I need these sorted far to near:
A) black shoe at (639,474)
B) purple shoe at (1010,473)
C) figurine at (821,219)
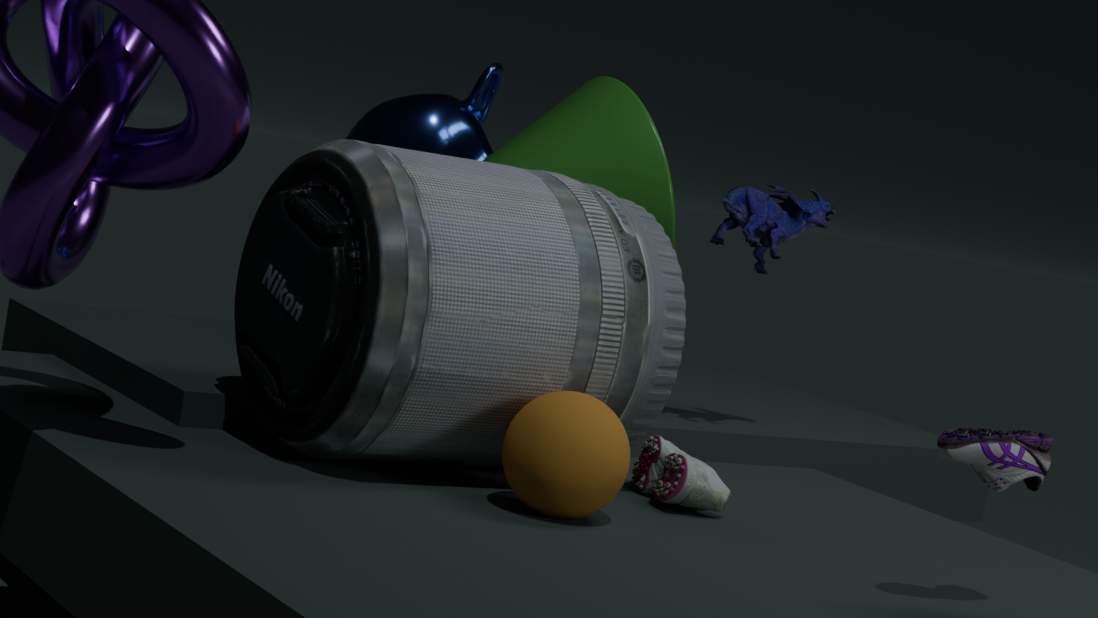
1. figurine at (821,219)
2. black shoe at (639,474)
3. purple shoe at (1010,473)
